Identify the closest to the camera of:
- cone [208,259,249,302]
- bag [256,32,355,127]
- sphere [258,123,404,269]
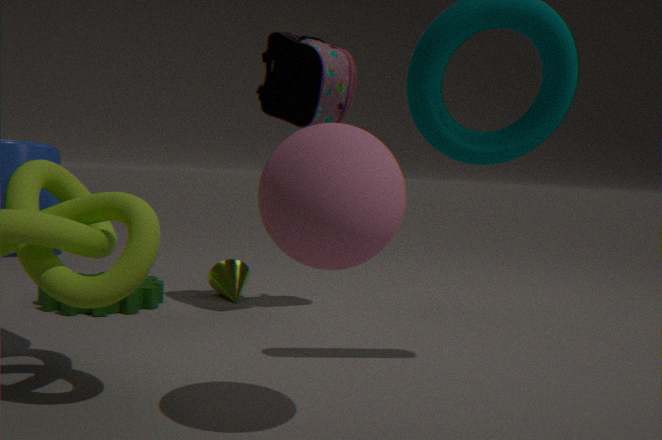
sphere [258,123,404,269]
